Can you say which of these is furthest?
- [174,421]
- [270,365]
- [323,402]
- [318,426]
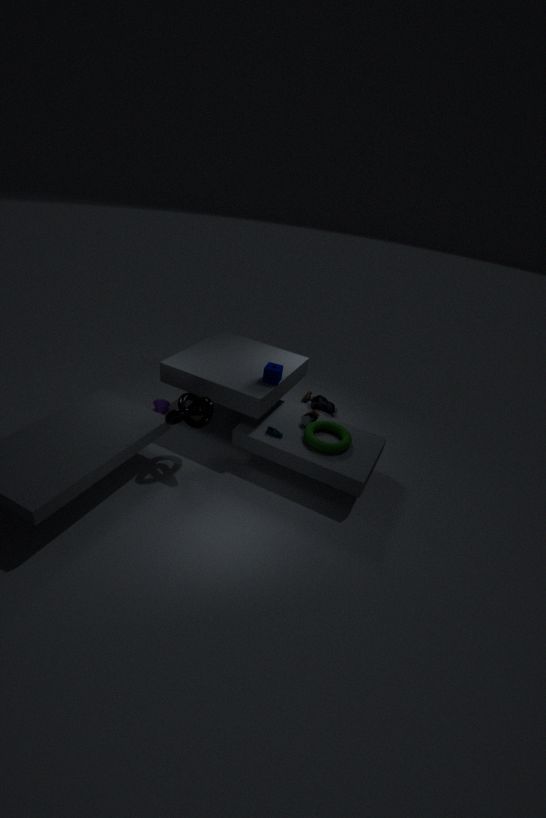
[323,402]
